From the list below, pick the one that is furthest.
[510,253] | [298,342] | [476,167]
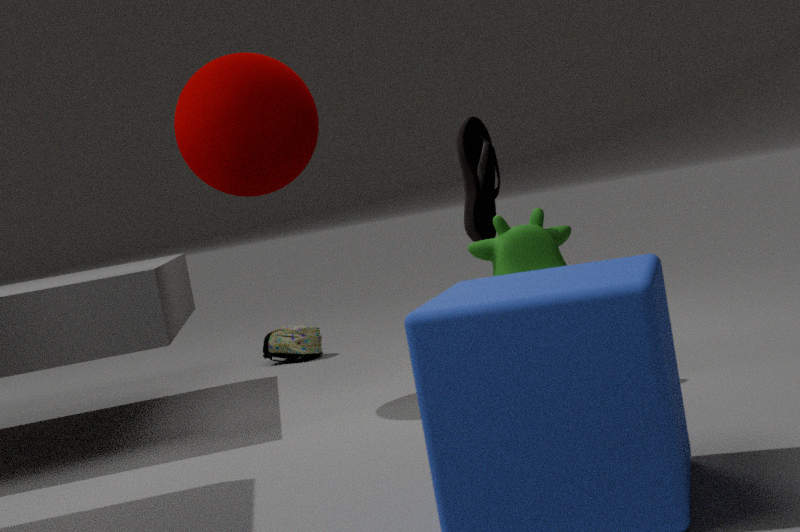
[298,342]
